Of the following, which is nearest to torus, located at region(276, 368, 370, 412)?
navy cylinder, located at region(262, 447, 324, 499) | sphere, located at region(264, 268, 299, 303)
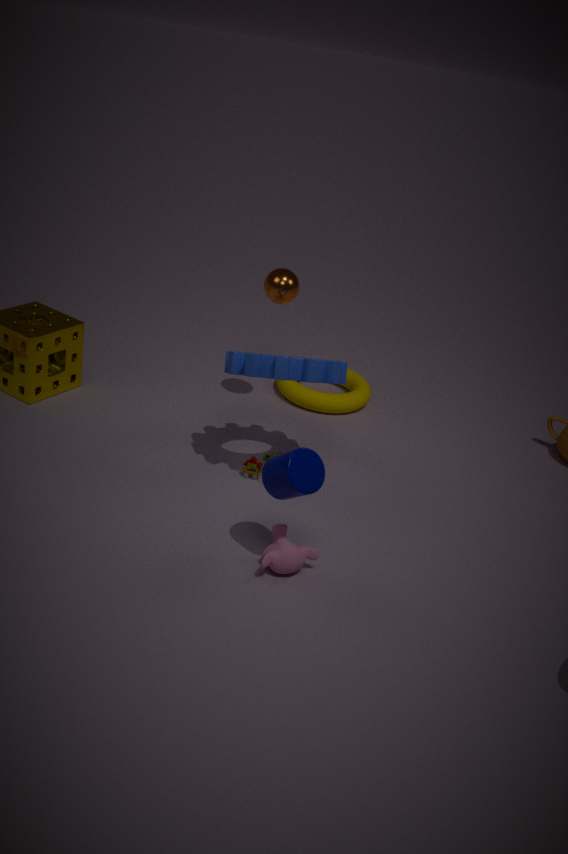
sphere, located at region(264, 268, 299, 303)
